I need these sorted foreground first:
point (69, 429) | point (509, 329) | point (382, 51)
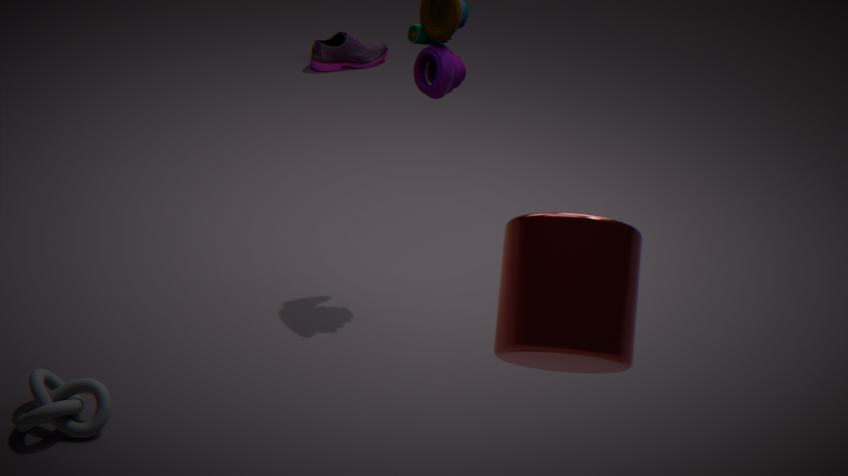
point (509, 329) → point (69, 429) → point (382, 51)
